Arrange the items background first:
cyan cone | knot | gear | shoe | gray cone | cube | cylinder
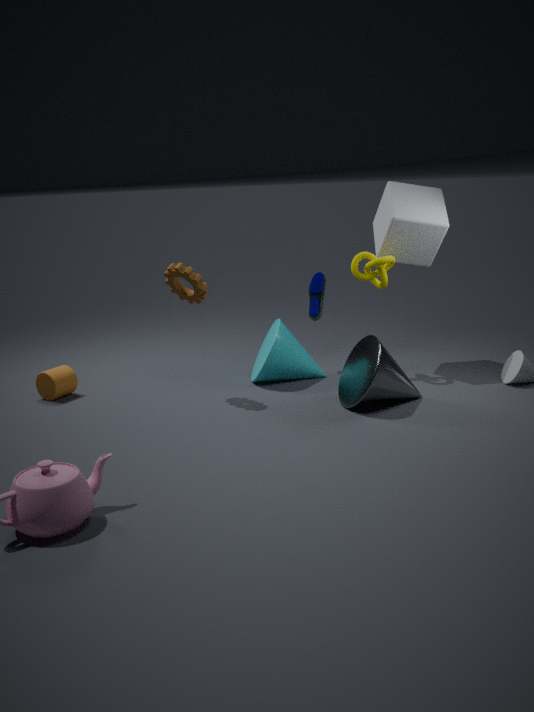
1. shoe
2. cyan cone
3. knot
4. cube
5. cylinder
6. gear
7. gray cone
